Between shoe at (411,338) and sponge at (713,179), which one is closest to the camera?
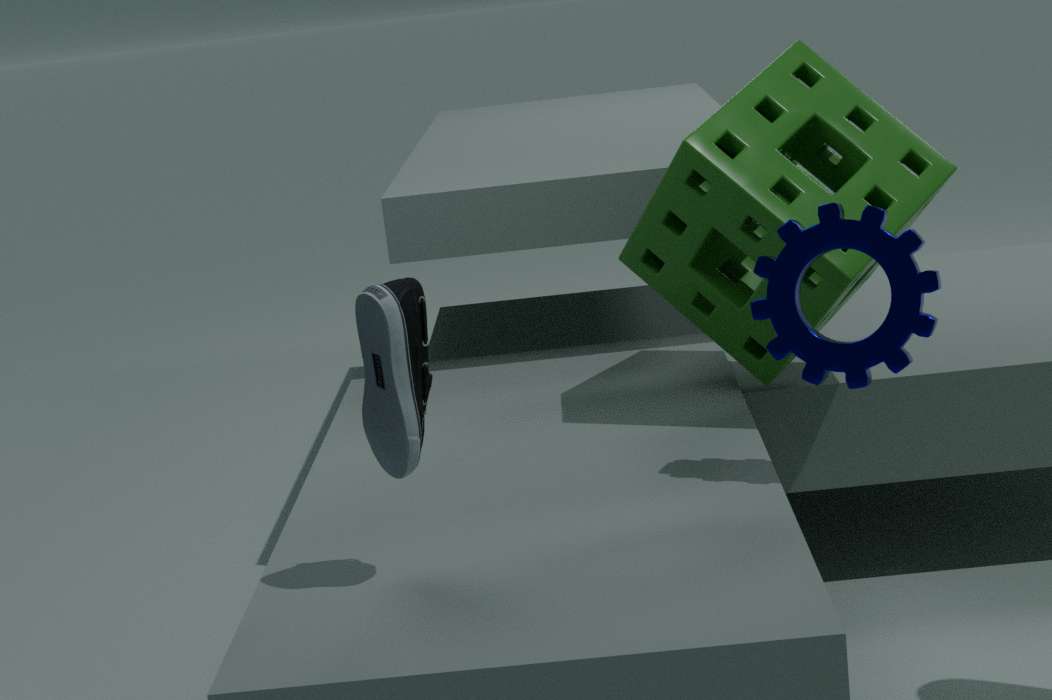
shoe at (411,338)
